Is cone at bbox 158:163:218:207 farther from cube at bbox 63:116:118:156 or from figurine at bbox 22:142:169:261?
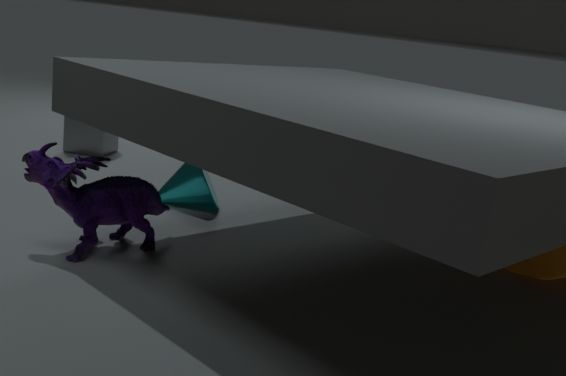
cube at bbox 63:116:118:156
